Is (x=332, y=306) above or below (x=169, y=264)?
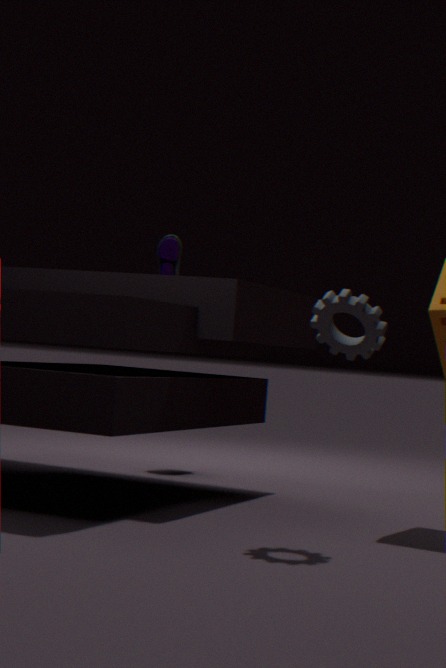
below
